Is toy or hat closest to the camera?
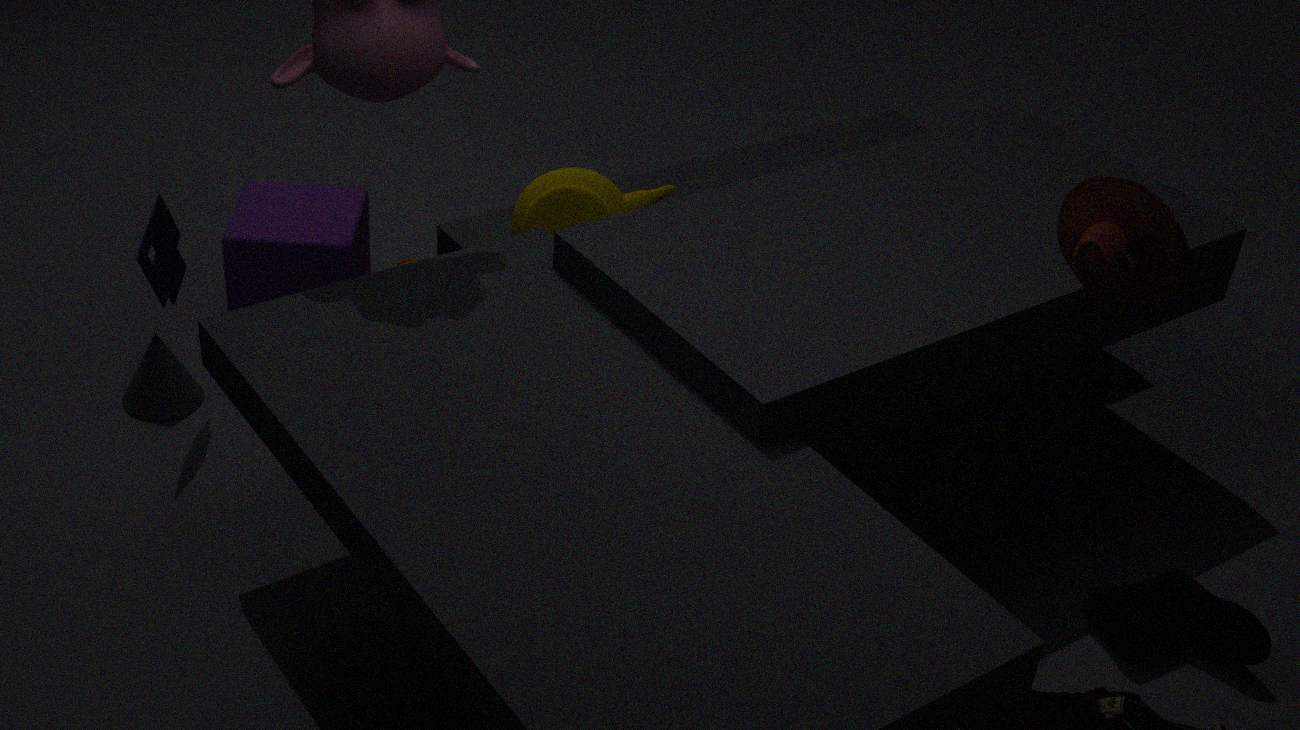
hat
